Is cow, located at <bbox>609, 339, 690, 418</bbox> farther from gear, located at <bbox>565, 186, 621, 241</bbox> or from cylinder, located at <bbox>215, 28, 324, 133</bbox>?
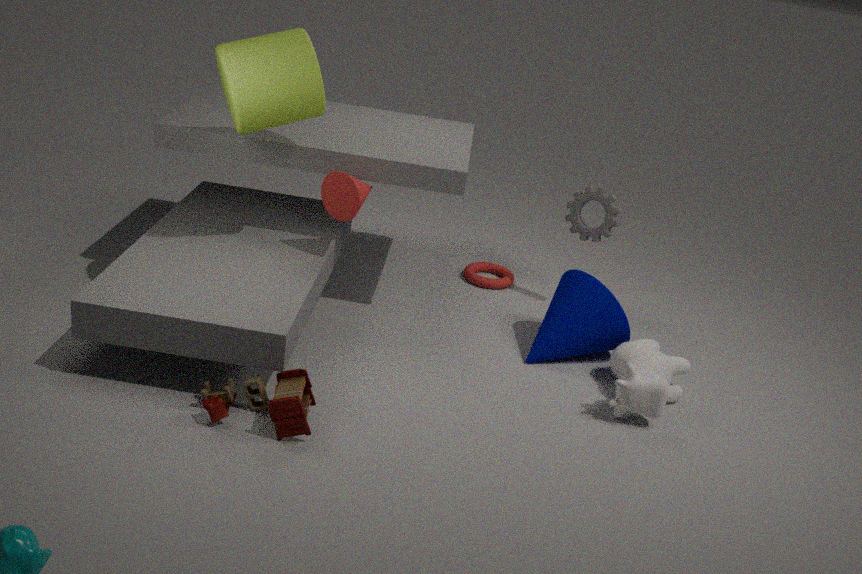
cylinder, located at <bbox>215, 28, 324, 133</bbox>
